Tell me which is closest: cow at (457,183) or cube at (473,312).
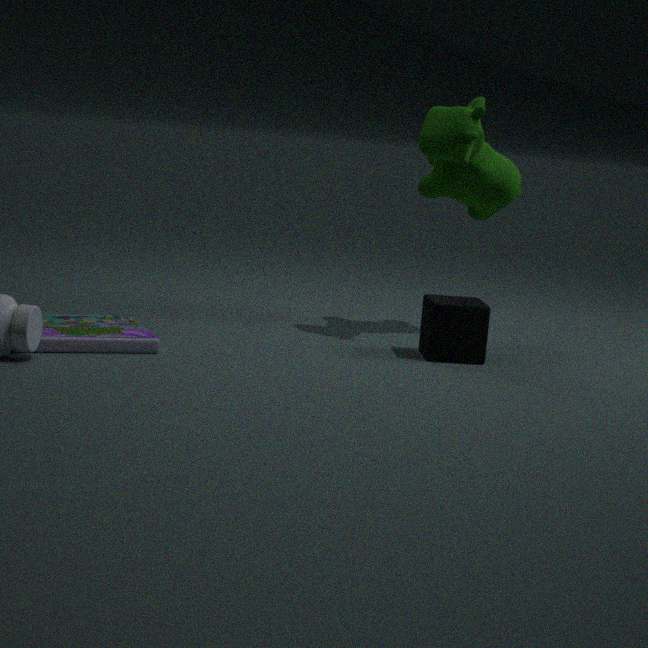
cube at (473,312)
